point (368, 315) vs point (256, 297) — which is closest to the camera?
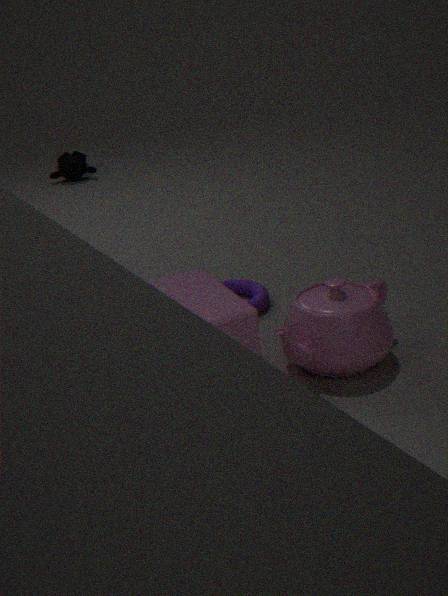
point (368, 315)
